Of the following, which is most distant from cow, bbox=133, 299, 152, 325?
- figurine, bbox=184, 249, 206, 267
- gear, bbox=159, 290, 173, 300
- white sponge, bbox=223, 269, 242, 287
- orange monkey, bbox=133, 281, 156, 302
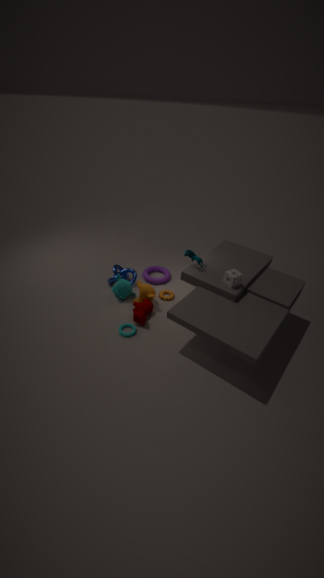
white sponge, bbox=223, 269, 242, 287
